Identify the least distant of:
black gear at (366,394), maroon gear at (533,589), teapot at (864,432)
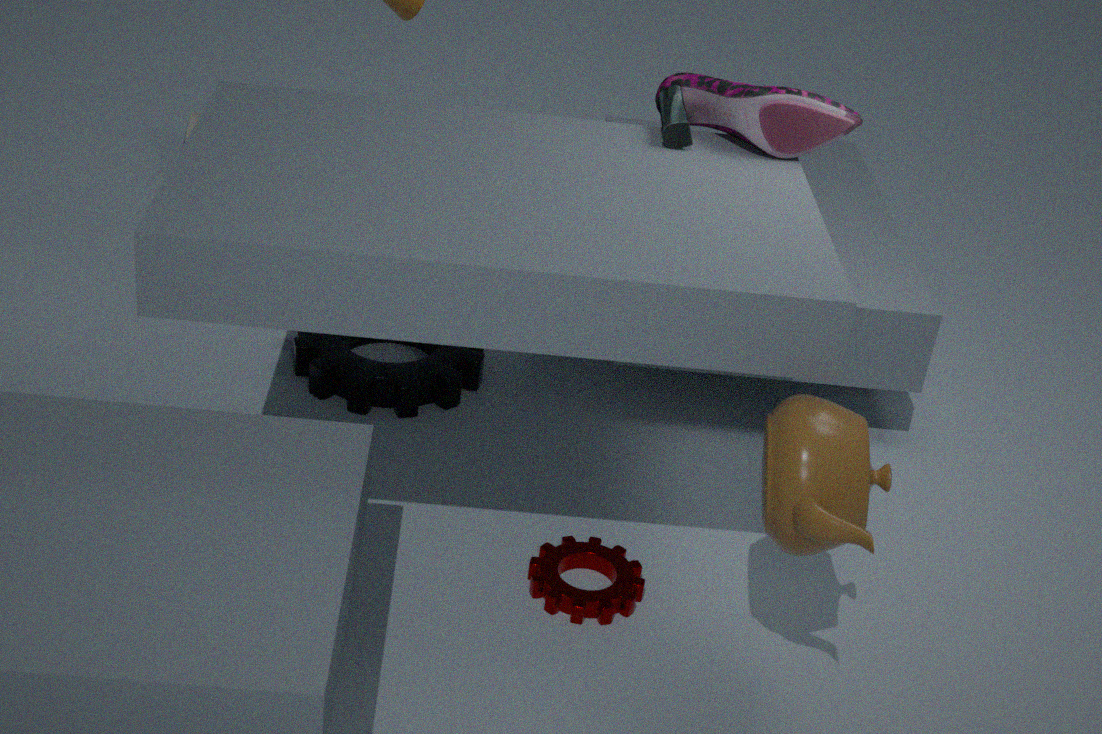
teapot at (864,432)
